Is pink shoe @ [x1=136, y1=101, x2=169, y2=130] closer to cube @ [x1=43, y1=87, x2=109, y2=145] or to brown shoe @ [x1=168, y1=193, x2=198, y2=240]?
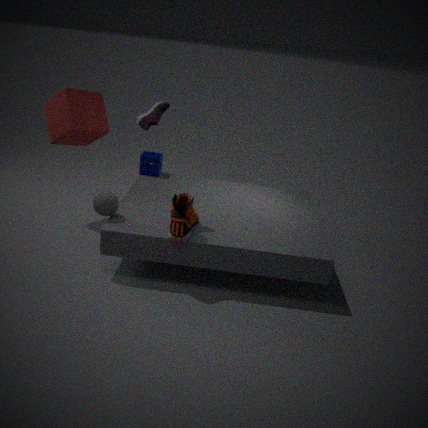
brown shoe @ [x1=168, y1=193, x2=198, y2=240]
